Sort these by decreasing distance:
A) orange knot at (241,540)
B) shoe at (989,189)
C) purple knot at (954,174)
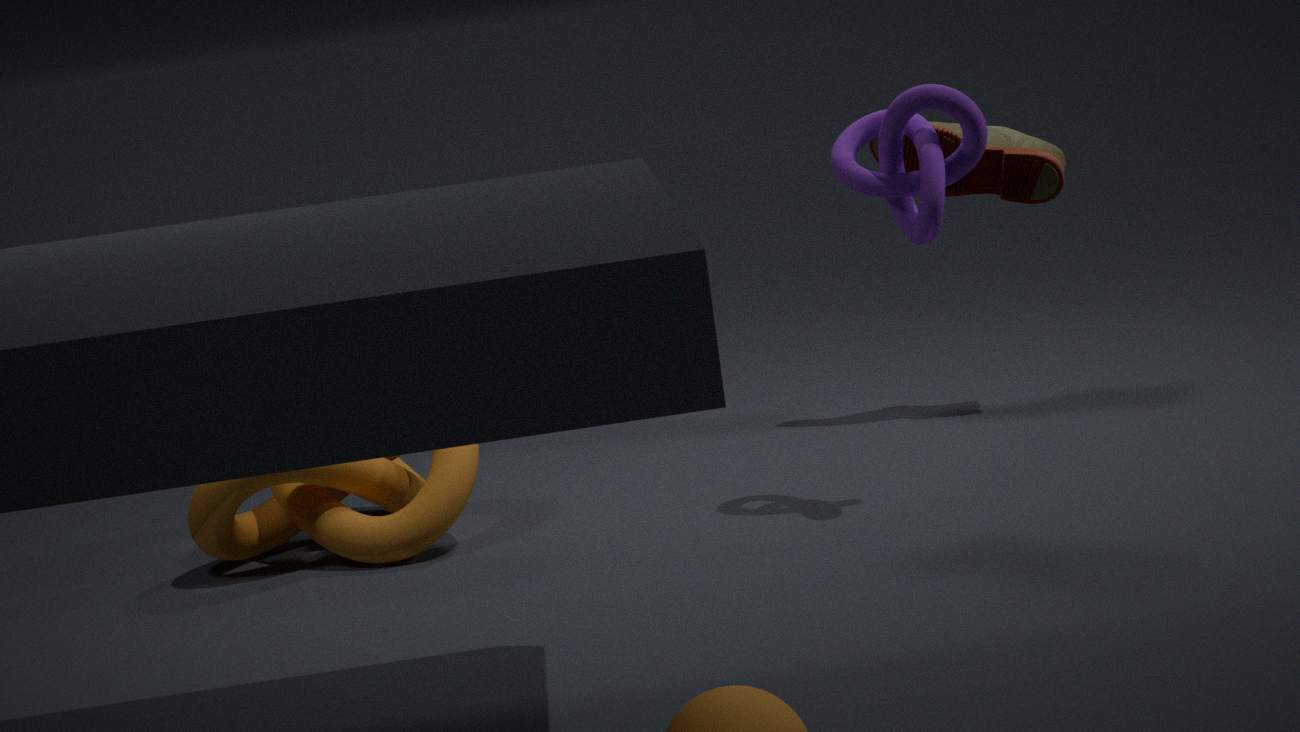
shoe at (989,189)
orange knot at (241,540)
purple knot at (954,174)
